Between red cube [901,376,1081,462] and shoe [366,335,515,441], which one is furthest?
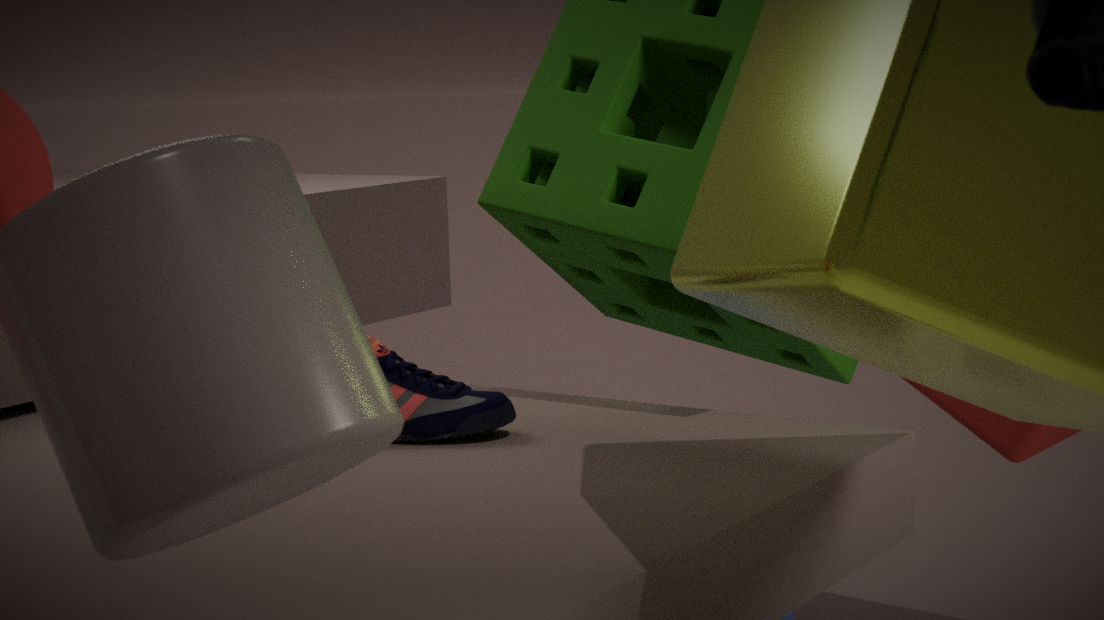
red cube [901,376,1081,462]
